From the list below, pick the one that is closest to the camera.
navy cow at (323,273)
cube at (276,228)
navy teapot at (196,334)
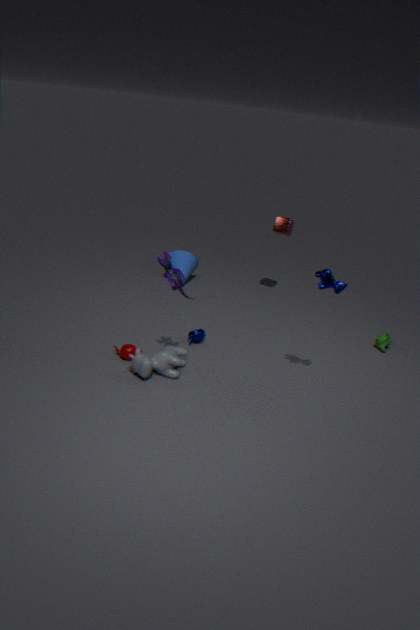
navy cow at (323,273)
